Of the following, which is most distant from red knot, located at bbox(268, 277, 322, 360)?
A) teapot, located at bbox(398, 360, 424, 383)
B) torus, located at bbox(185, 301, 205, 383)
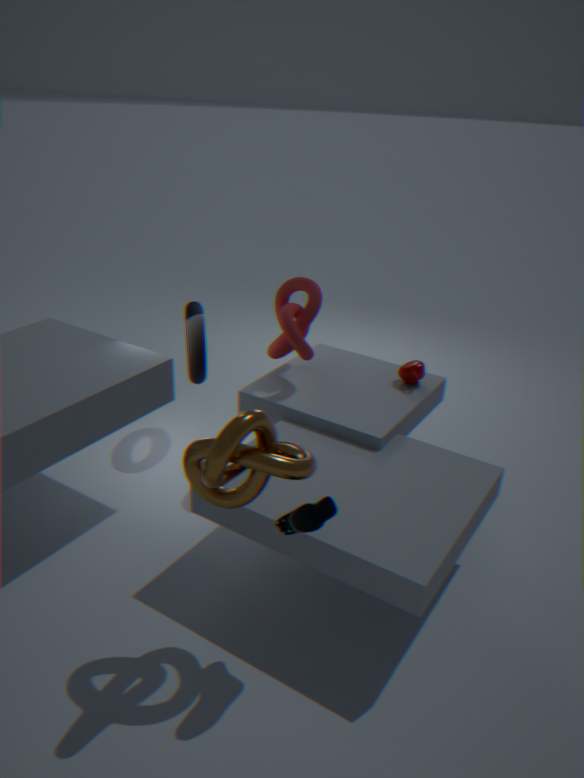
teapot, located at bbox(398, 360, 424, 383)
